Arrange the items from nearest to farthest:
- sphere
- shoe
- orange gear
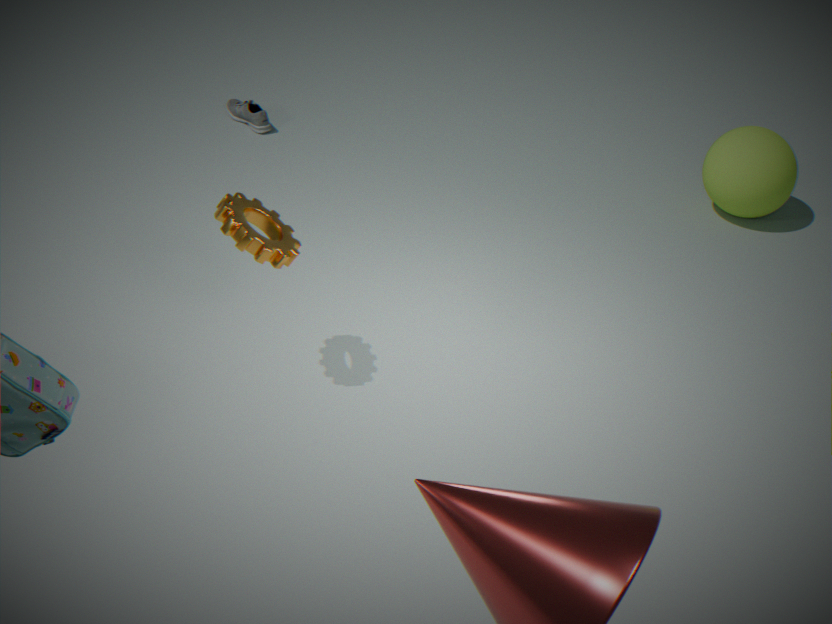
orange gear < sphere < shoe
